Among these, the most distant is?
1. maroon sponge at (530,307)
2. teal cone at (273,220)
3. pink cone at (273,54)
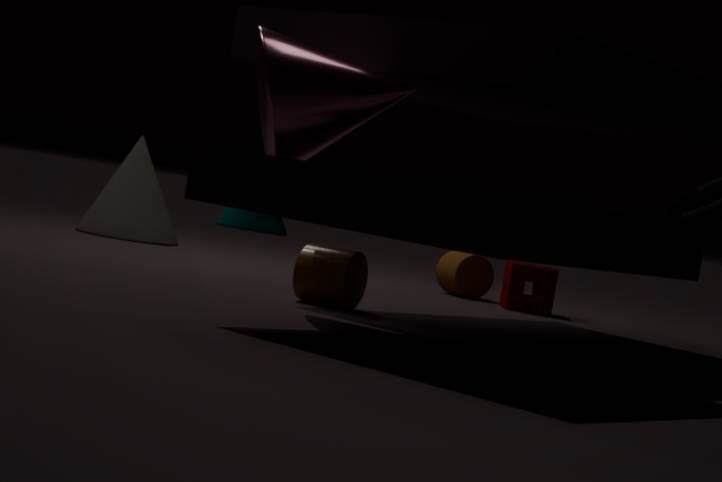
teal cone at (273,220)
